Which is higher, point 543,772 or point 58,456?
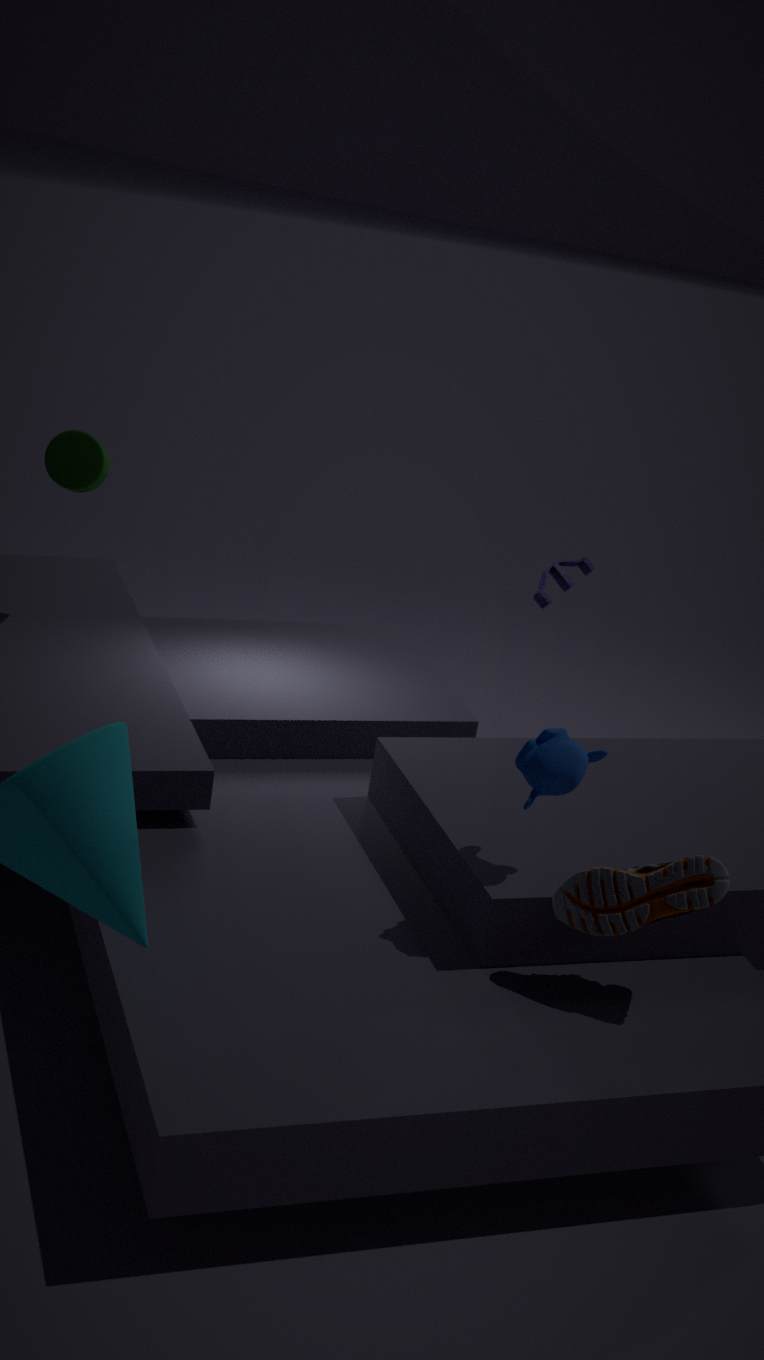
point 58,456
